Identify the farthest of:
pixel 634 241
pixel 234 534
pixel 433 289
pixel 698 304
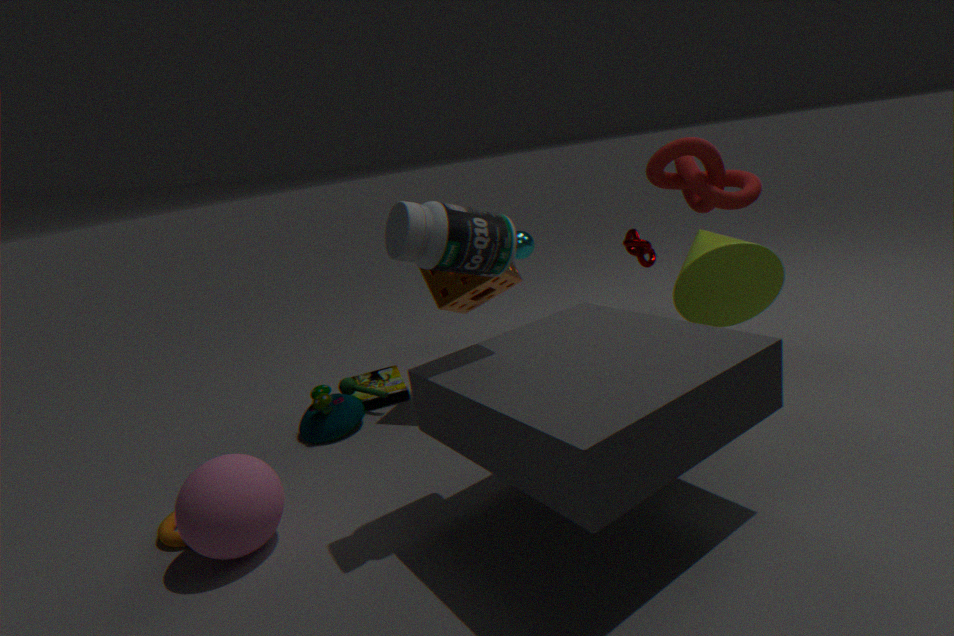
pixel 634 241
